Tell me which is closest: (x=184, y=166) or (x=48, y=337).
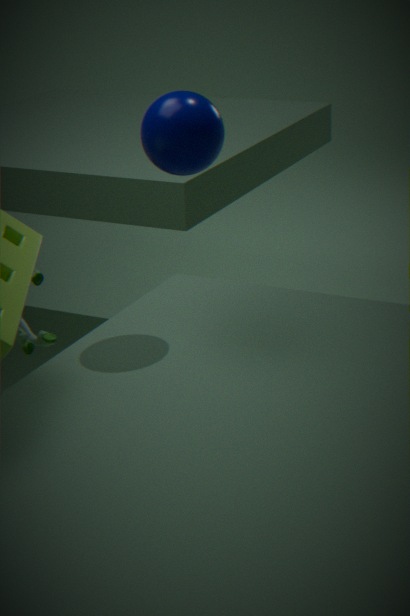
(x=184, y=166)
